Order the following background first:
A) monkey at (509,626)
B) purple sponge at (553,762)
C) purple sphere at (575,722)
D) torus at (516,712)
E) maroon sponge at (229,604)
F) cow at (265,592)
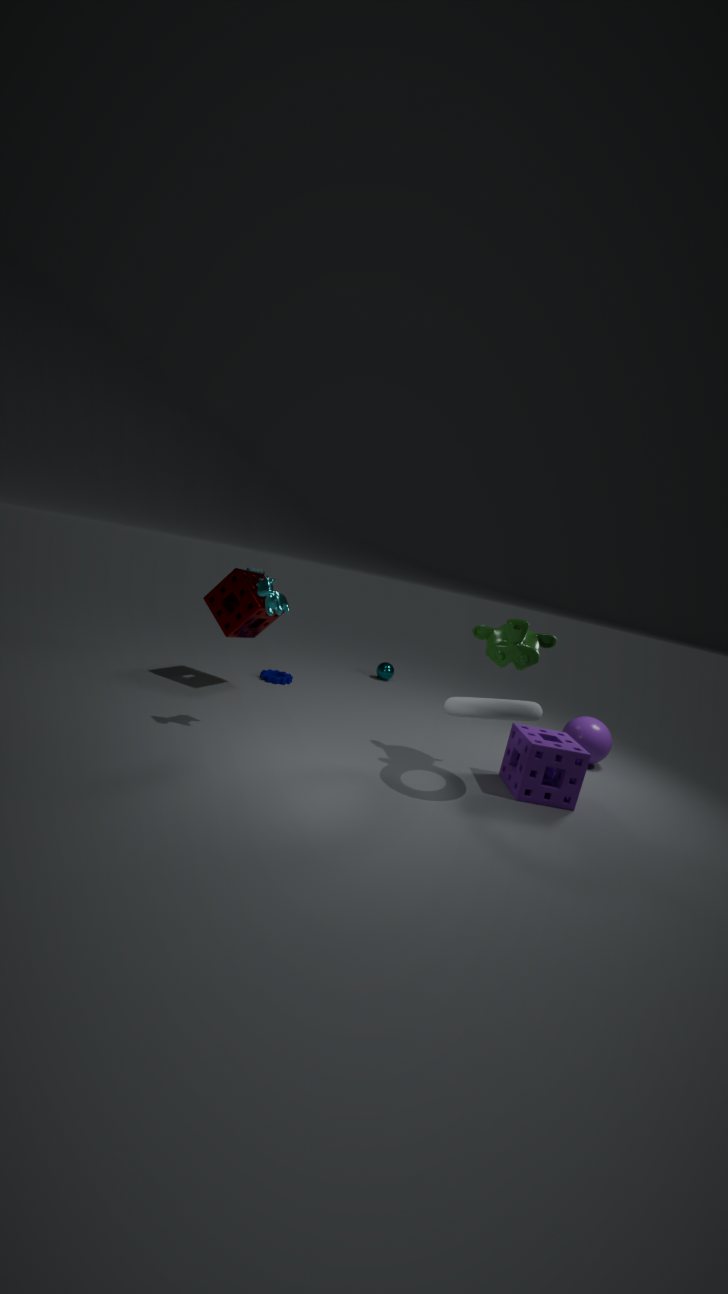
purple sphere at (575,722)
maroon sponge at (229,604)
purple sponge at (553,762)
monkey at (509,626)
cow at (265,592)
torus at (516,712)
